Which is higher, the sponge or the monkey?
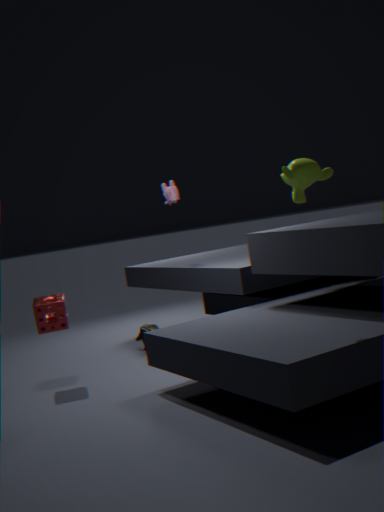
the monkey
